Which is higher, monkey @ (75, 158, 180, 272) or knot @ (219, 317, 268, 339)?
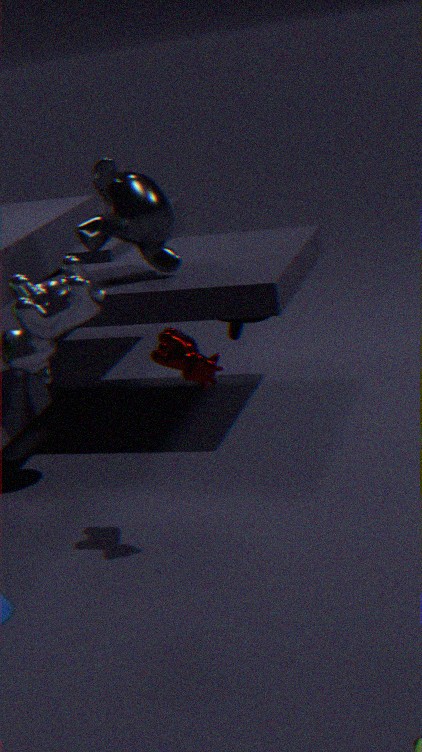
monkey @ (75, 158, 180, 272)
